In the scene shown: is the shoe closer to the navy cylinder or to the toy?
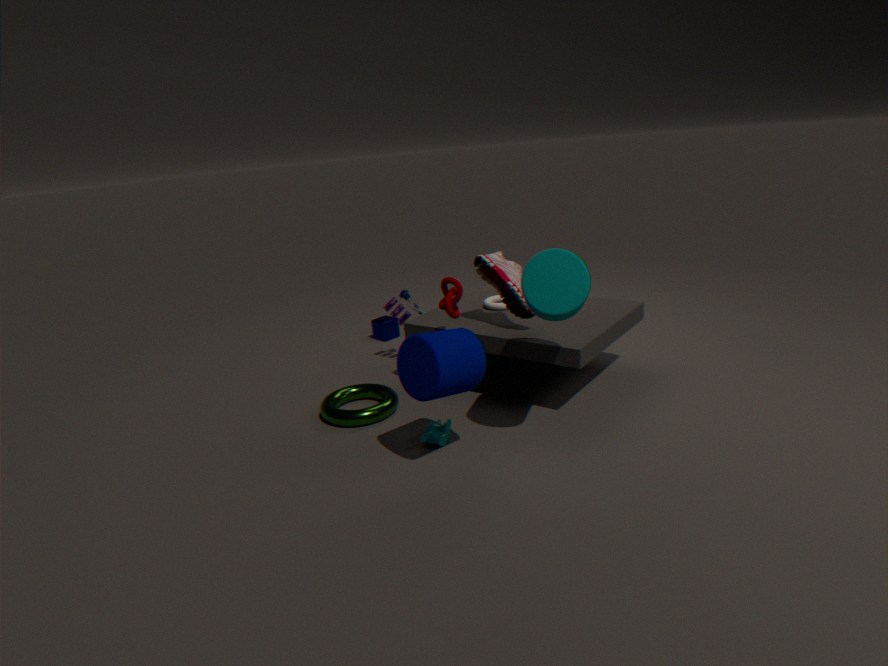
the navy cylinder
